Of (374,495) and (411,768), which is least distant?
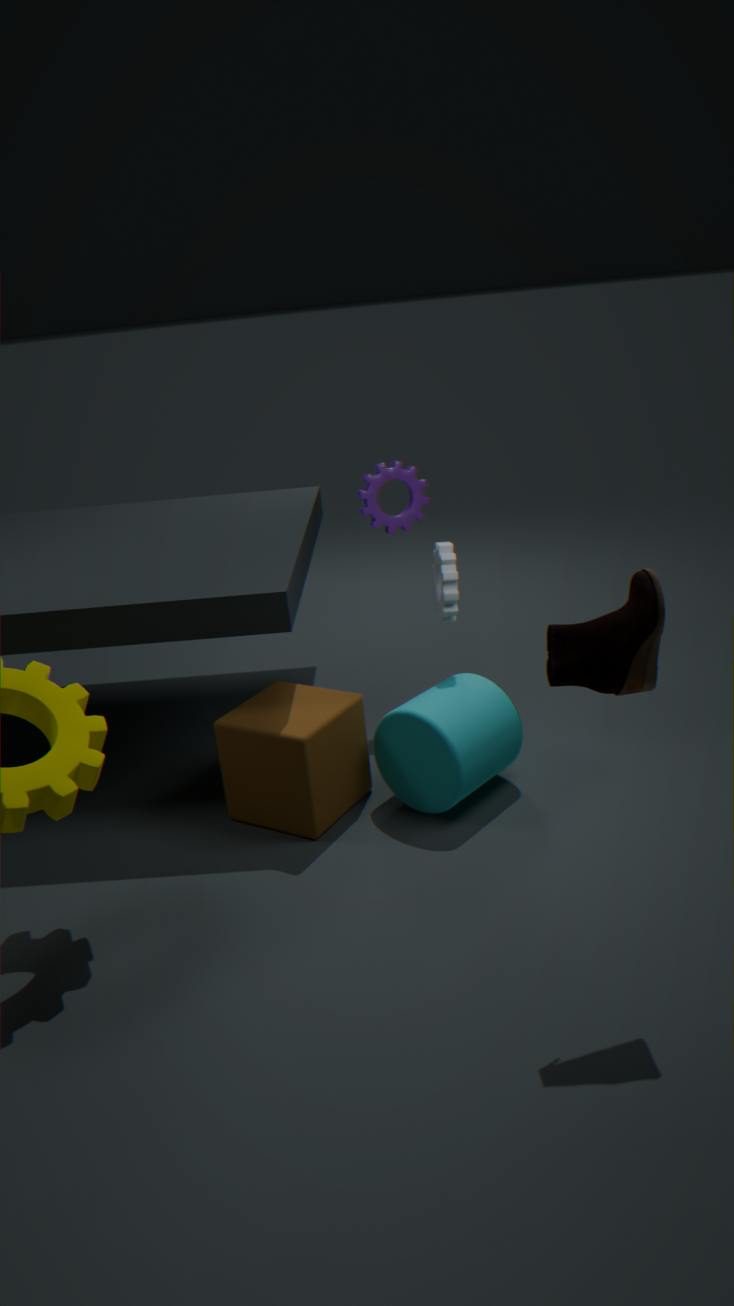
(411,768)
